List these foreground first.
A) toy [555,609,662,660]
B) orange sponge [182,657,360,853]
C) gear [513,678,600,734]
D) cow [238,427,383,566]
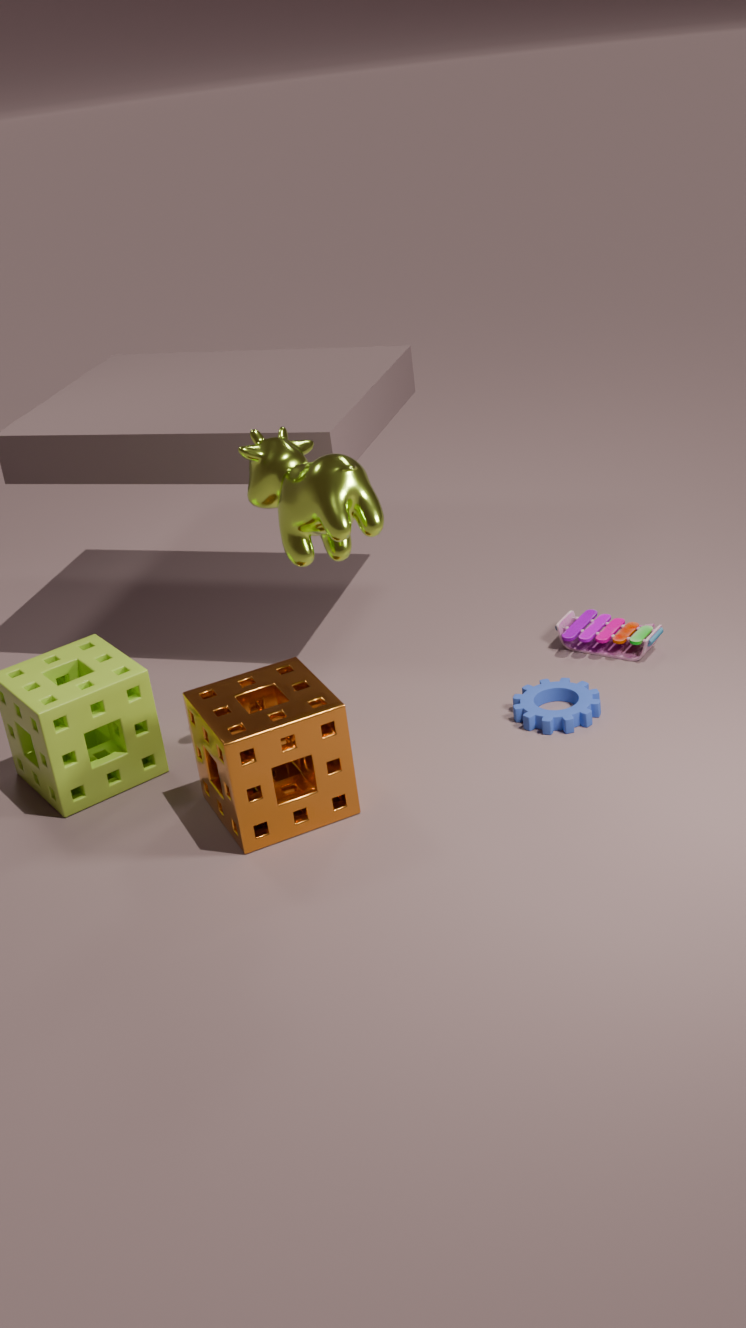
cow [238,427,383,566] → orange sponge [182,657,360,853] → gear [513,678,600,734] → toy [555,609,662,660]
